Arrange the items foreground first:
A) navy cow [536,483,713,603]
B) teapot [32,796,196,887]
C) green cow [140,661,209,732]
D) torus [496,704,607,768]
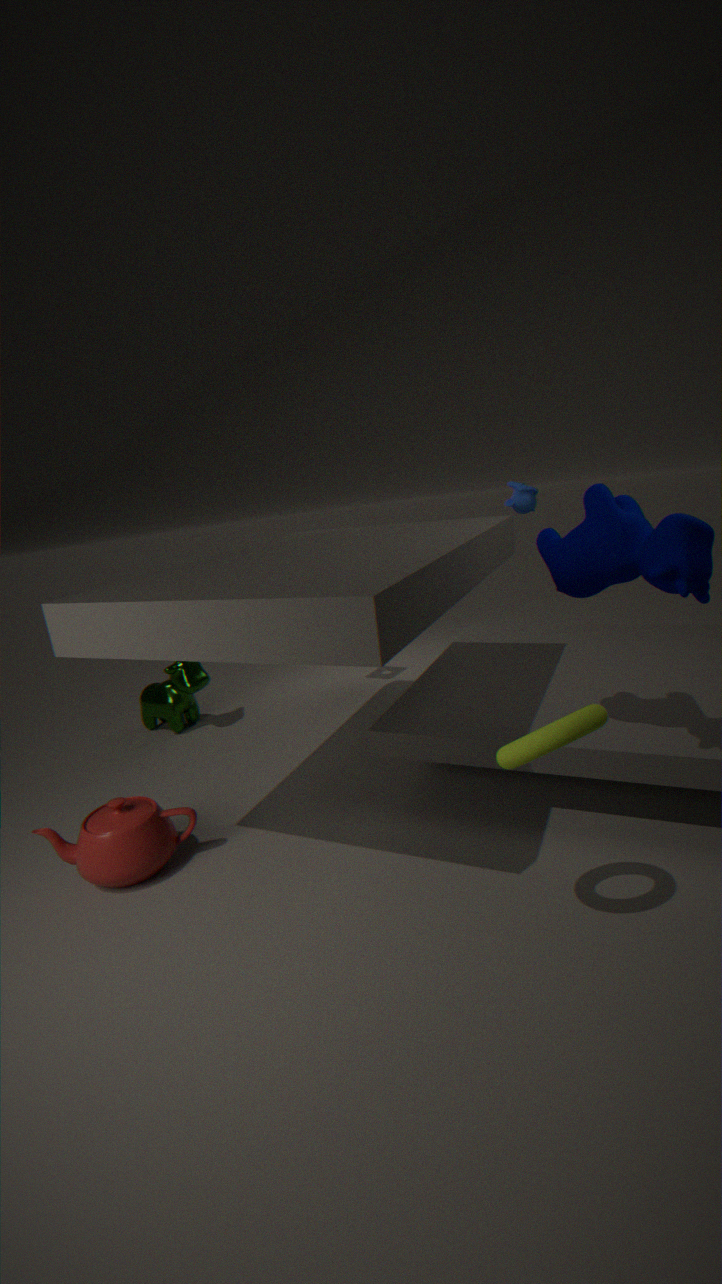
torus [496,704,607,768] < navy cow [536,483,713,603] < teapot [32,796,196,887] < green cow [140,661,209,732]
